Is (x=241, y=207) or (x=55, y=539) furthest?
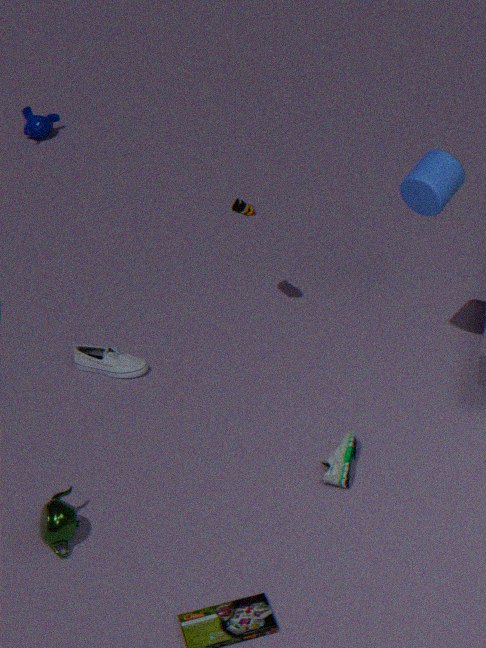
(x=241, y=207)
